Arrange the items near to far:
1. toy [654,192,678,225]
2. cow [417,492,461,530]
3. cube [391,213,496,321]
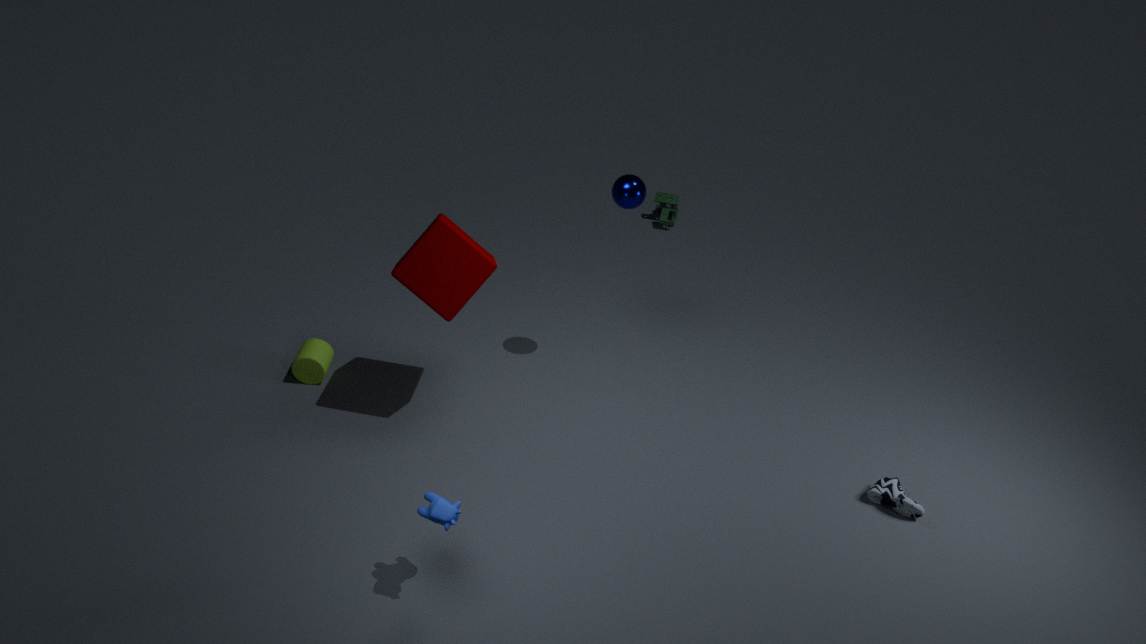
cow [417,492,461,530] < cube [391,213,496,321] < toy [654,192,678,225]
